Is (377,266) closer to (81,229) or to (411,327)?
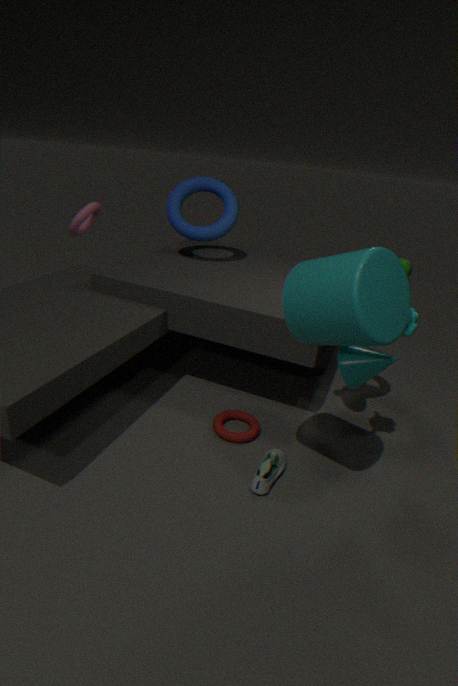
(411,327)
